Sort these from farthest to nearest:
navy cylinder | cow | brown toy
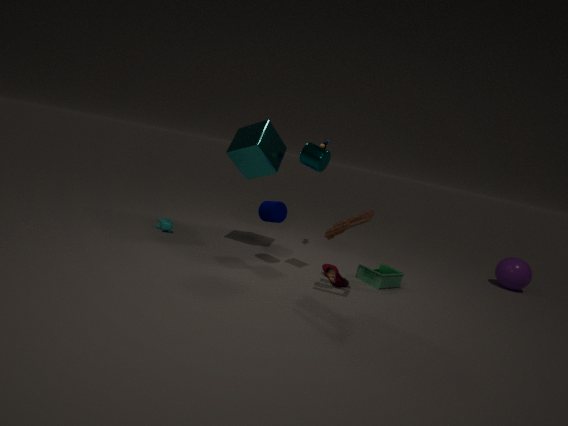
cow
navy cylinder
brown toy
